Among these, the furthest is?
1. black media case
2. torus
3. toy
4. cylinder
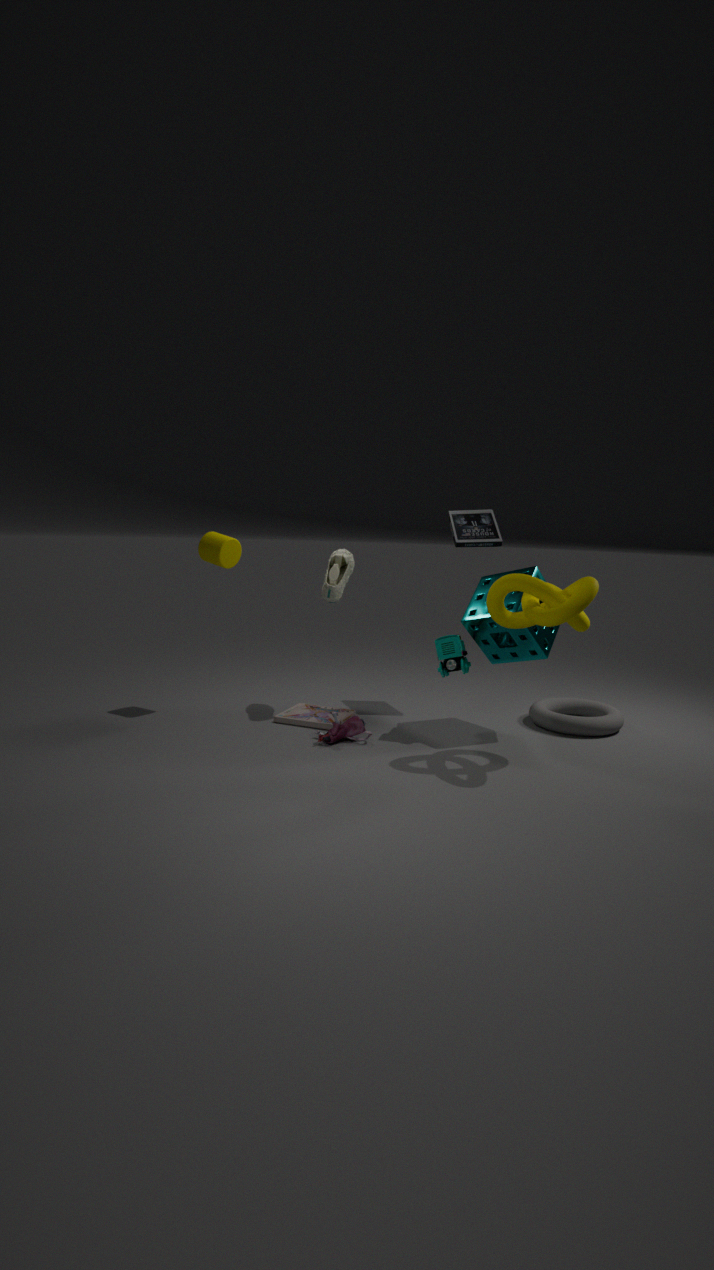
black media case
